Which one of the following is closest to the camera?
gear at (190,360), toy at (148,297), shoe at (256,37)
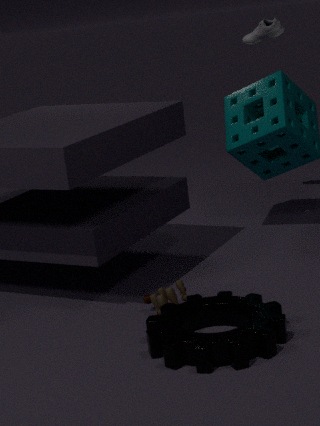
gear at (190,360)
